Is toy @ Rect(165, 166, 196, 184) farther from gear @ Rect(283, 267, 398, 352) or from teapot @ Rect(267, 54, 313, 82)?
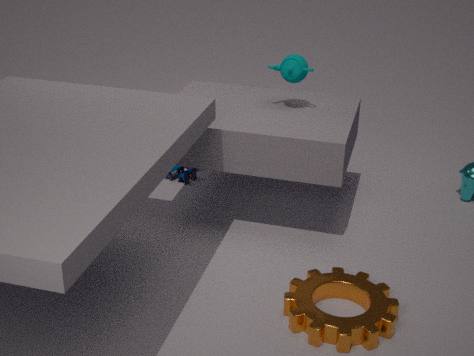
gear @ Rect(283, 267, 398, 352)
